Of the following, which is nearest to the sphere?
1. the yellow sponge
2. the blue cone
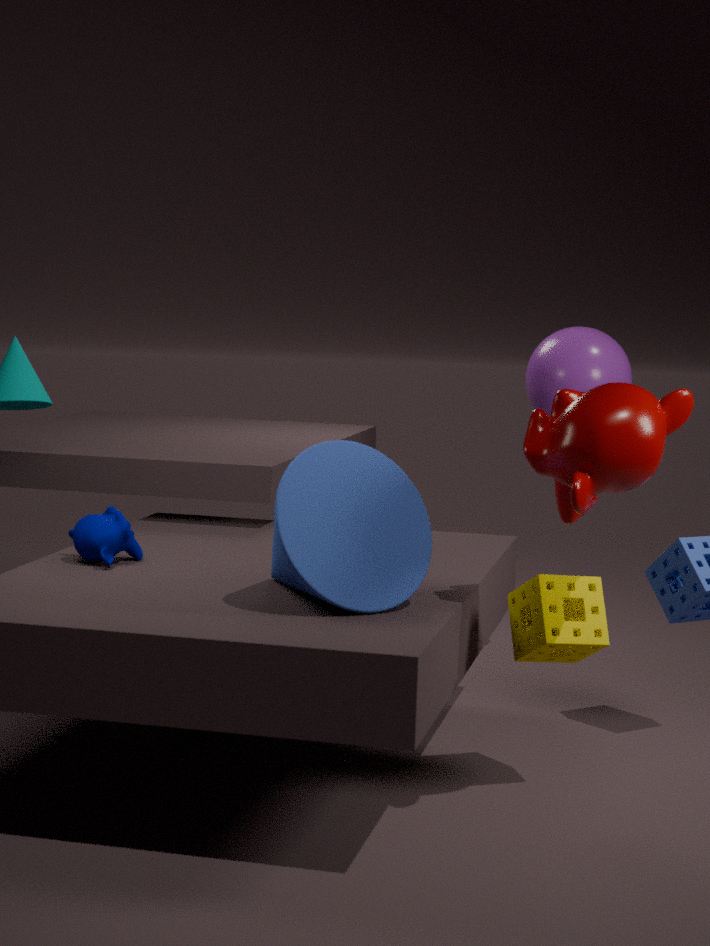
the yellow sponge
